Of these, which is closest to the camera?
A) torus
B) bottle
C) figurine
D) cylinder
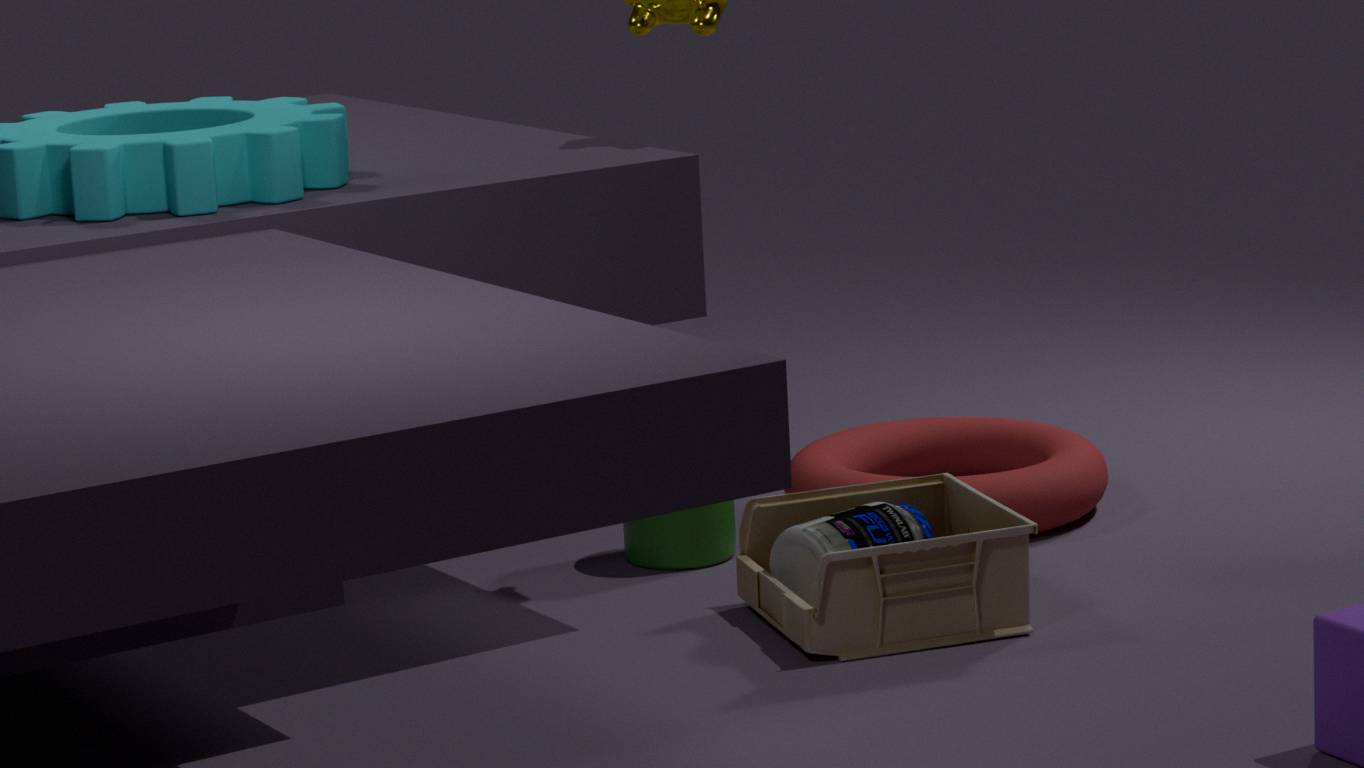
figurine
